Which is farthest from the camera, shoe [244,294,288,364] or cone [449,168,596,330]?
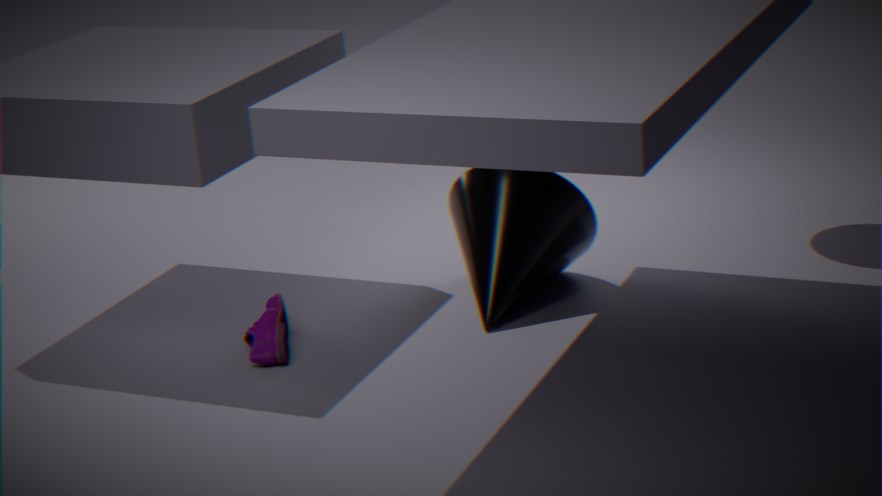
cone [449,168,596,330]
